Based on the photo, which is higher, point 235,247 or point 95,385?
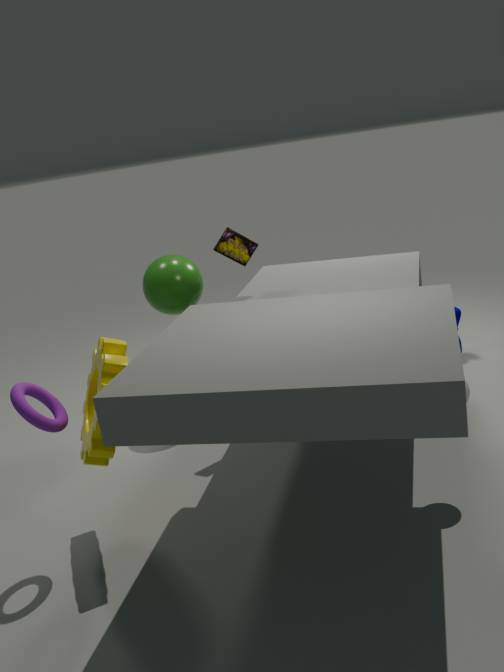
point 235,247
